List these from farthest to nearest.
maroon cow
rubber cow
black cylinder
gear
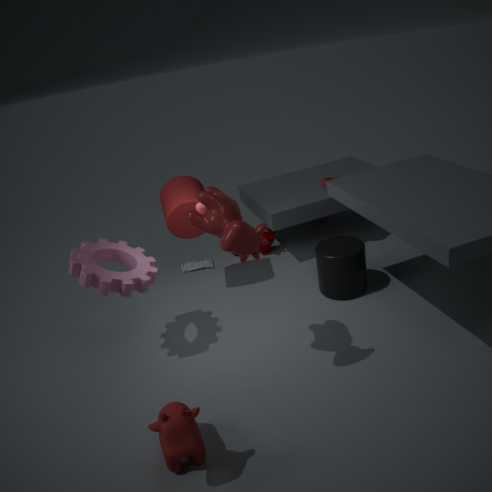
1. maroon cow
2. black cylinder
3. gear
4. rubber cow
